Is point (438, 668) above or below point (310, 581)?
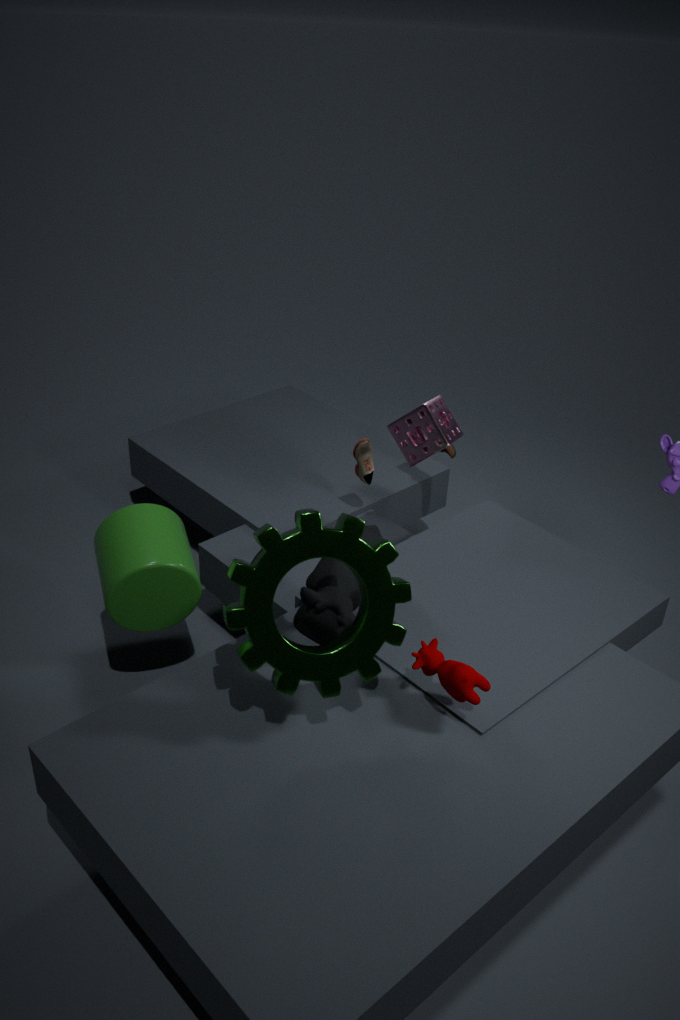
below
